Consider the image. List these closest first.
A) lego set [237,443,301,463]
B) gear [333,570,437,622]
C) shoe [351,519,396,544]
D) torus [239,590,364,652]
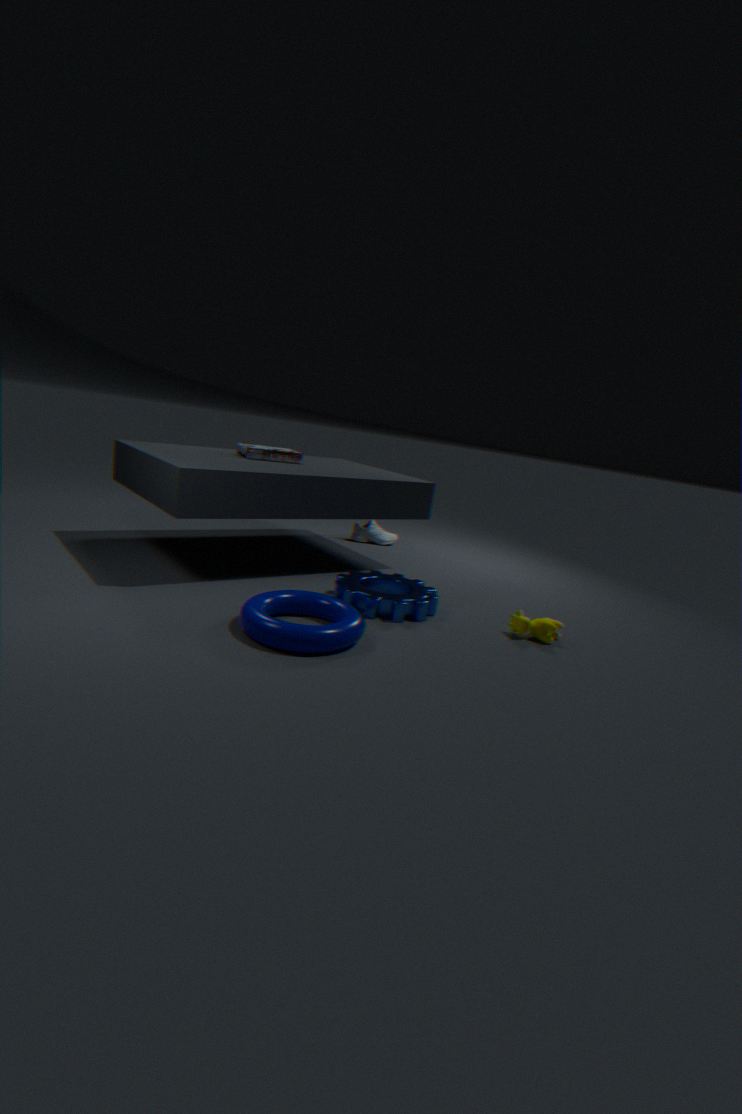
torus [239,590,364,652], gear [333,570,437,622], lego set [237,443,301,463], shoe [351,519,396,544]
